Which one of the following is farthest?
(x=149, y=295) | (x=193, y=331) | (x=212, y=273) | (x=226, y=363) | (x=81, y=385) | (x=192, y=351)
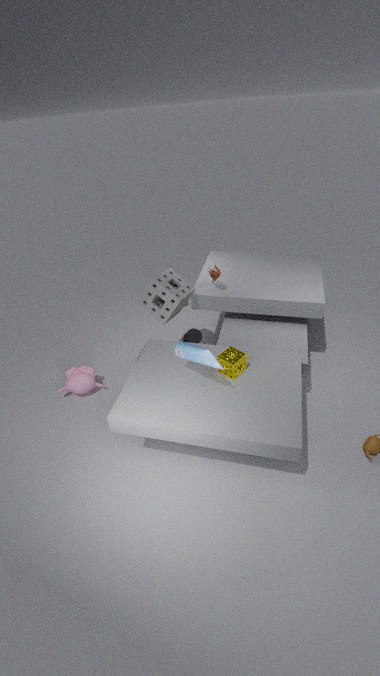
(x=193, y=331)
